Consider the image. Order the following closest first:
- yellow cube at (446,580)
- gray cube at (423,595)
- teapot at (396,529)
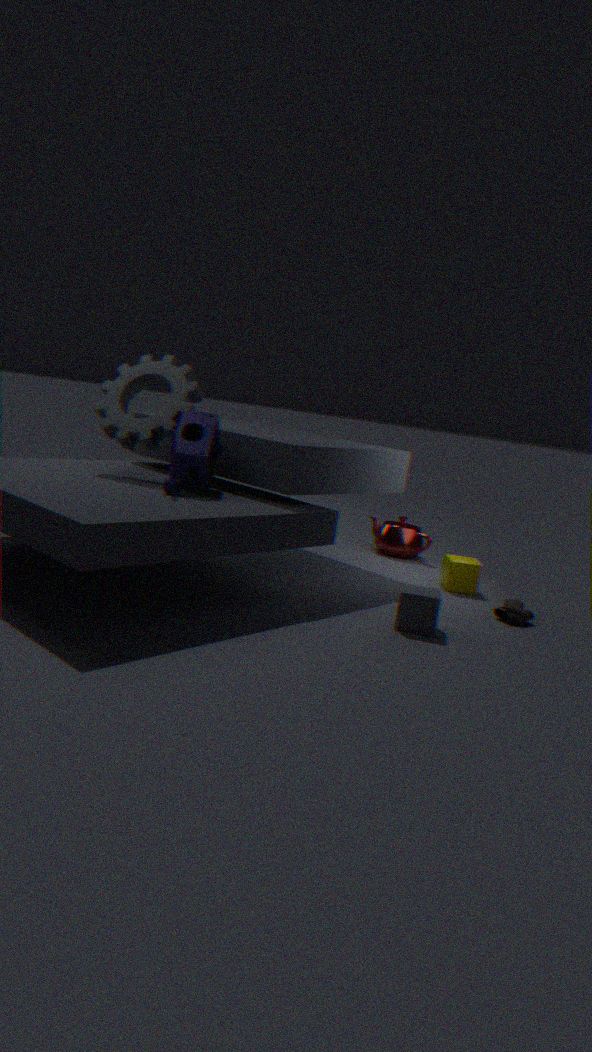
gray cube at (423,595) → yellow cube at (446,580) → teapot at (396,529)
